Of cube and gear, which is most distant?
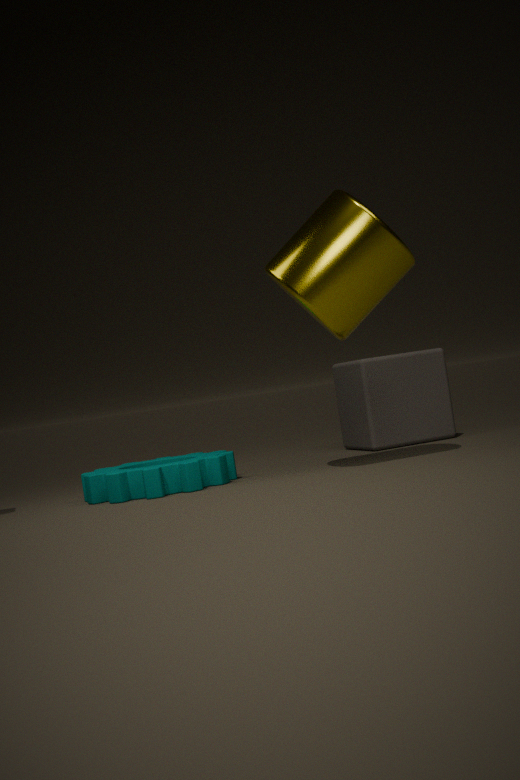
cube
